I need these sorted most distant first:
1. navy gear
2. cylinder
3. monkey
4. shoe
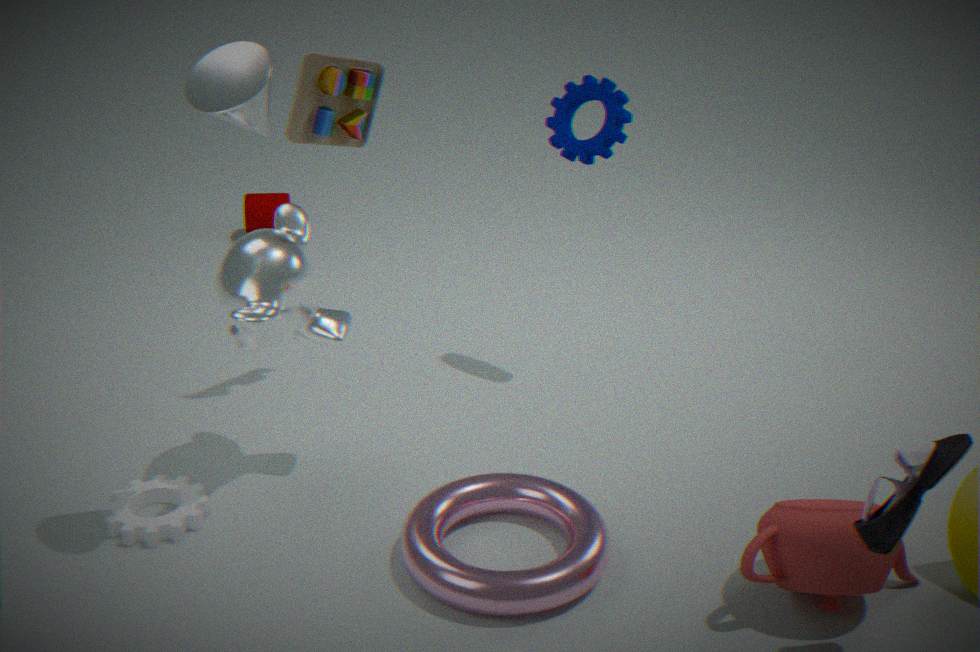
cylinder → navy gear → monkey → shoe
